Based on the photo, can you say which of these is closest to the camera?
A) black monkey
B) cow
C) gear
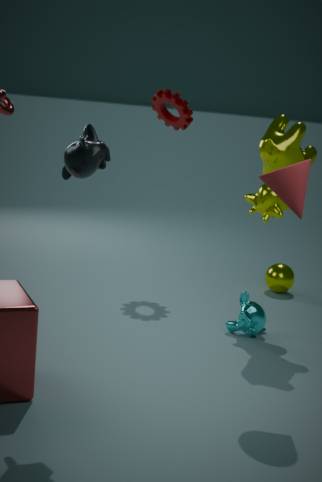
black monkey
